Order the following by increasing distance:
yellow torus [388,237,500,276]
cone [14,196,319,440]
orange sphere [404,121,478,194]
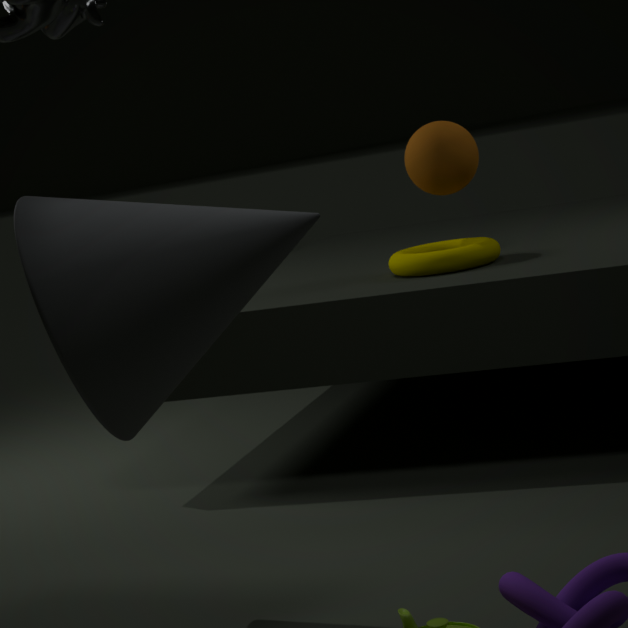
cone [14,196,319,440], yellow torus [388,237,500,276], orange sphere [404,121,478,194]
